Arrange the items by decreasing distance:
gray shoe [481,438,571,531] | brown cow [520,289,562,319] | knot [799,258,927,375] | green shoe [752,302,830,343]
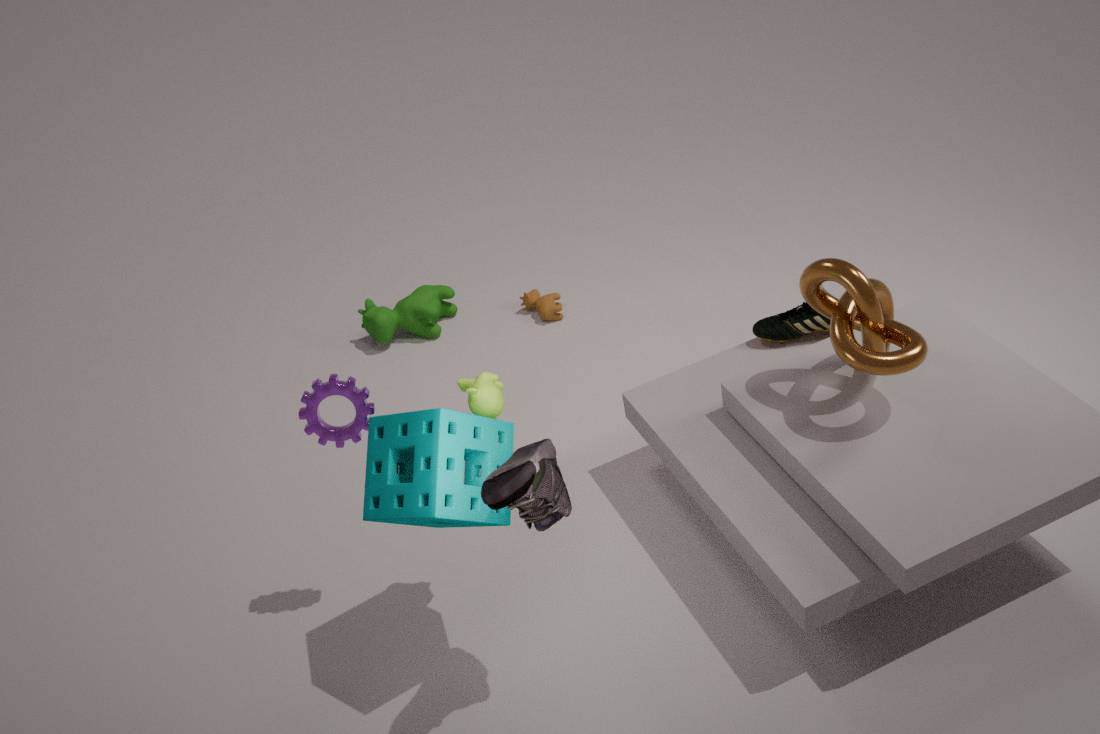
brown cow [520,289,562,319]
green shoe [752,302,830,343]
knot [799,258,927,375]
gray shoe [481,438,571,531]
